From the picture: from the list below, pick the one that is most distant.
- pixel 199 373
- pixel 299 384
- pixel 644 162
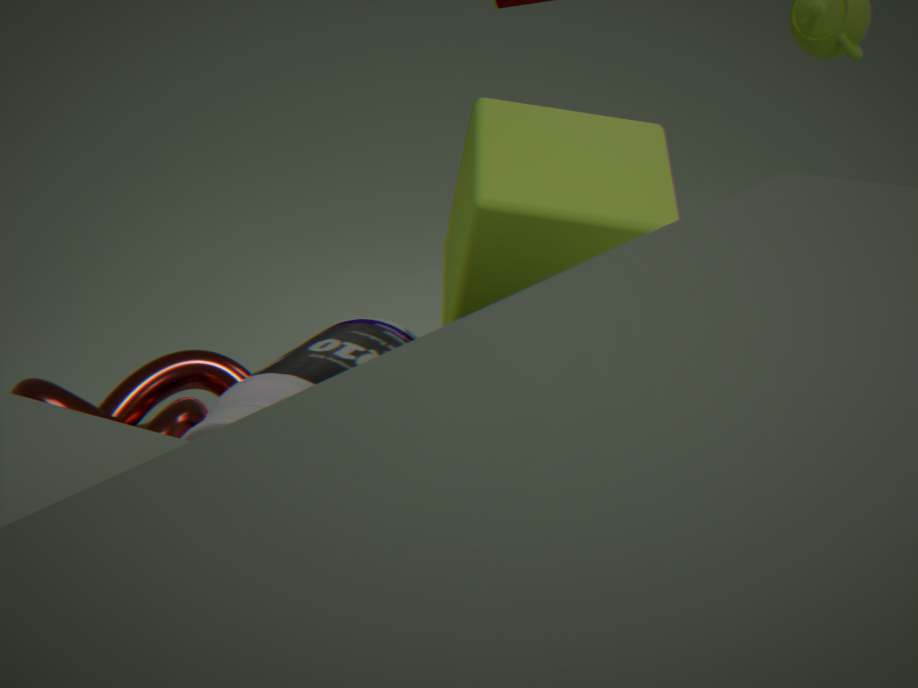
pixel 199 373
